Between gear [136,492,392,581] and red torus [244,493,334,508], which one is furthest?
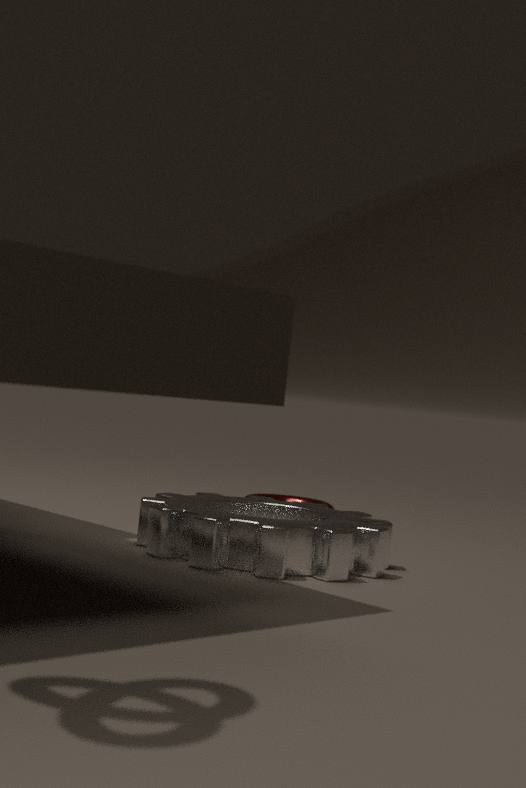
red torus [244,493,334,508]
